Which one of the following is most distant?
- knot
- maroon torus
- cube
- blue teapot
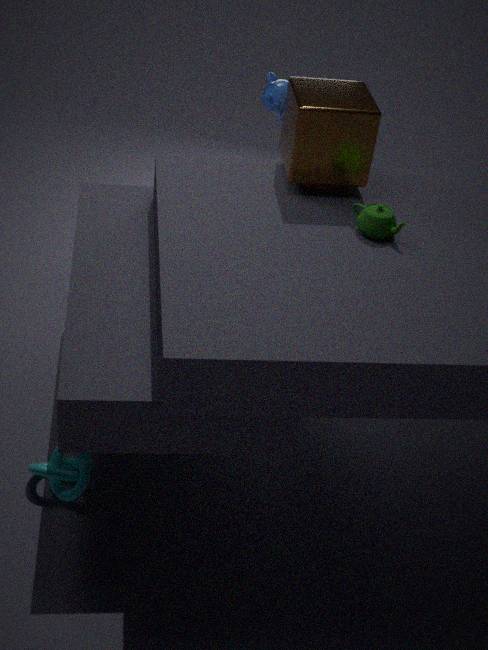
blue teapot
